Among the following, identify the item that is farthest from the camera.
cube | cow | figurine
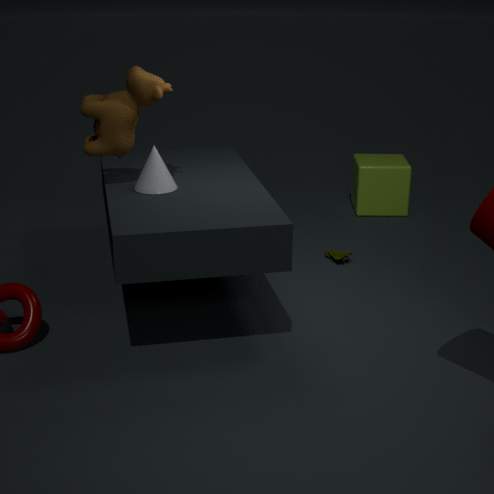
cube
